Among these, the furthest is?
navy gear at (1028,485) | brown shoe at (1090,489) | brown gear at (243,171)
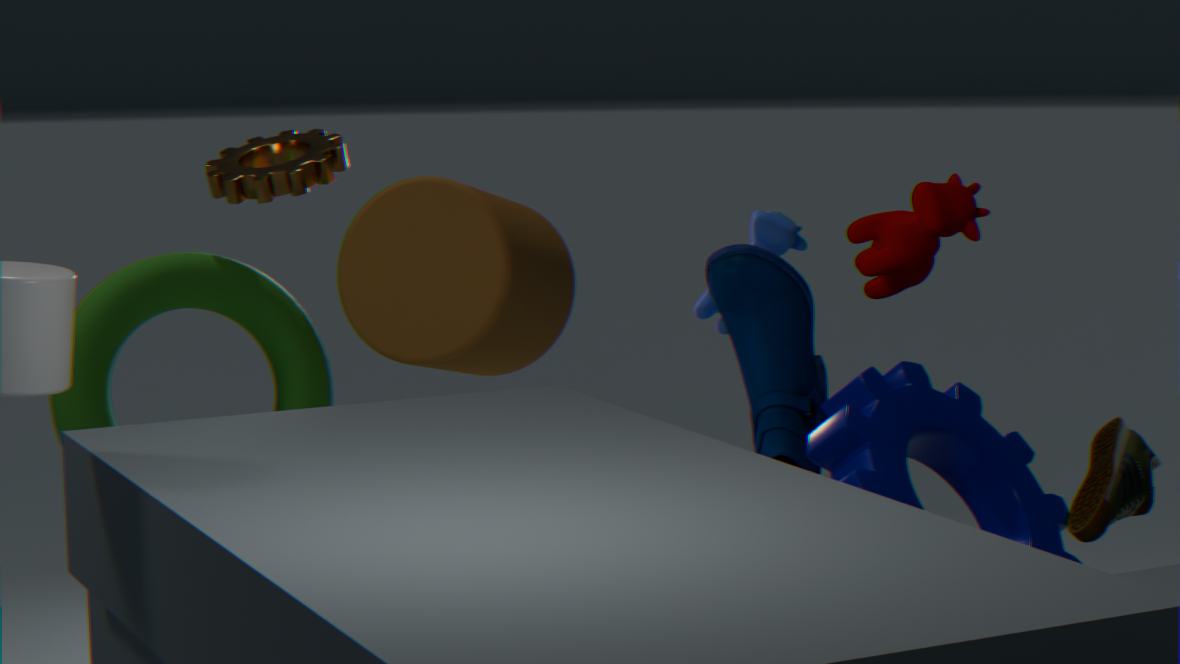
brown gear at (243,171)
